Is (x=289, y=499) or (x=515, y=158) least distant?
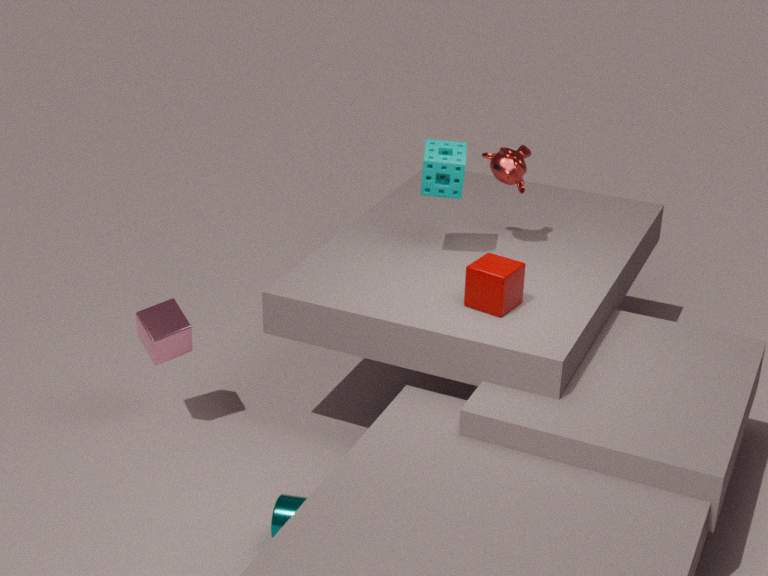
(x=289, y=499)
